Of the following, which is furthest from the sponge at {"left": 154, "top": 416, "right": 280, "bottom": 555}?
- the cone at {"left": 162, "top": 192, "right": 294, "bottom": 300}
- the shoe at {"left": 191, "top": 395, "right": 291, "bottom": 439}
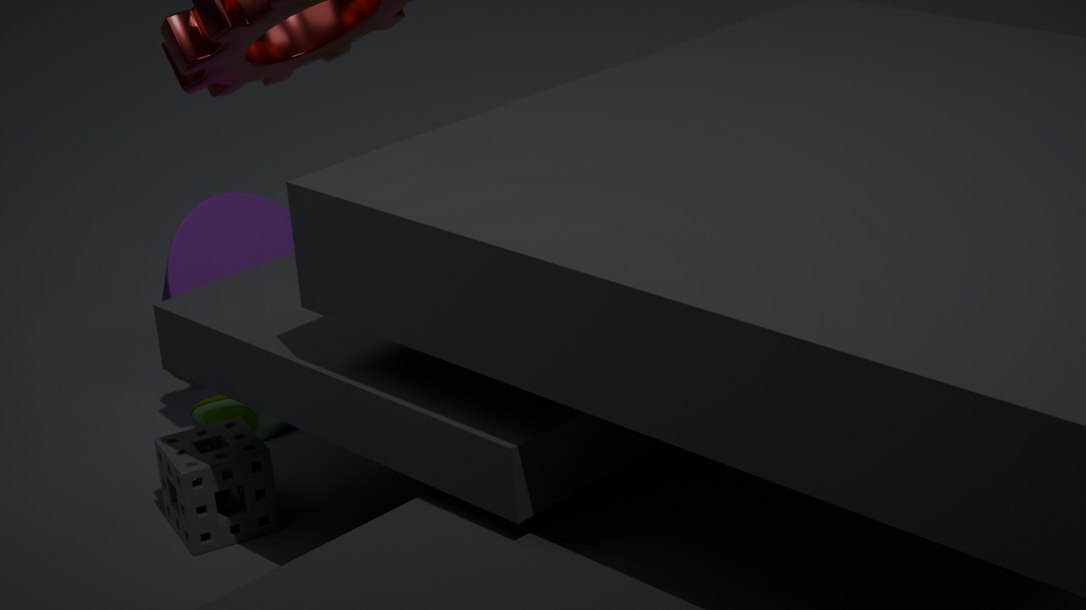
the cone at {"left": 162, "top": 192, "right": 294, "bottom": 300}
